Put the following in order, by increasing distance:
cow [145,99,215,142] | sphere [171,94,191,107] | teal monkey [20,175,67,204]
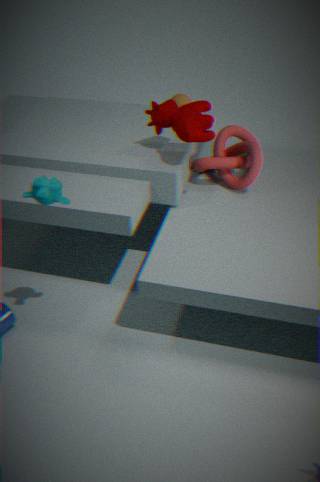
teal monkey [20,175,67,204] < cow [145,99,215,142] < sphere [171,94,191,107]
